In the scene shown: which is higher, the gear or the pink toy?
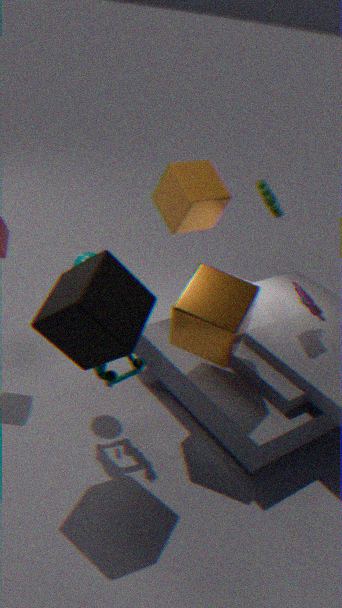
the gear
